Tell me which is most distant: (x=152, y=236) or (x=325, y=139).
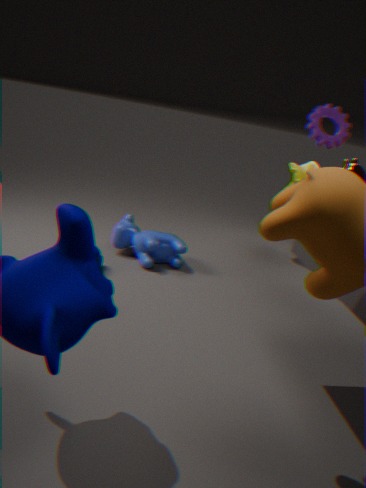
(x=152, y=236)
